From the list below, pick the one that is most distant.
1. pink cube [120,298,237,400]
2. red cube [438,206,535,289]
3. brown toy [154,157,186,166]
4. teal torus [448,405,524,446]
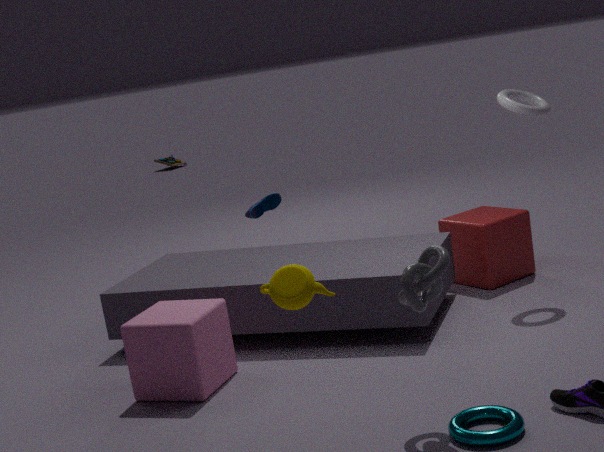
brown toy [154,157,186,166]
